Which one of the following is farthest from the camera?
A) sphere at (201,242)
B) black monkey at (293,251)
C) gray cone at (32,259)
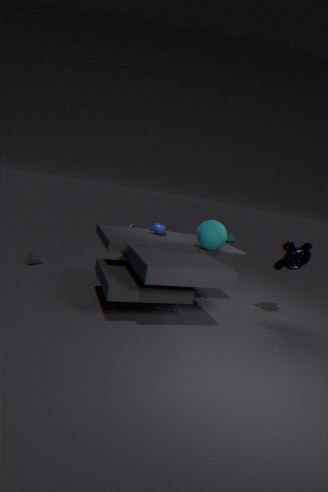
gray cone at (32,259)
